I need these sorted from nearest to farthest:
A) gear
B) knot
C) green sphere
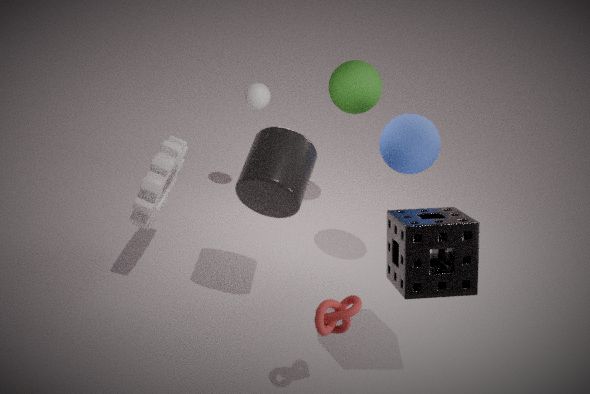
B. knot, A. gear, C. green sphere
